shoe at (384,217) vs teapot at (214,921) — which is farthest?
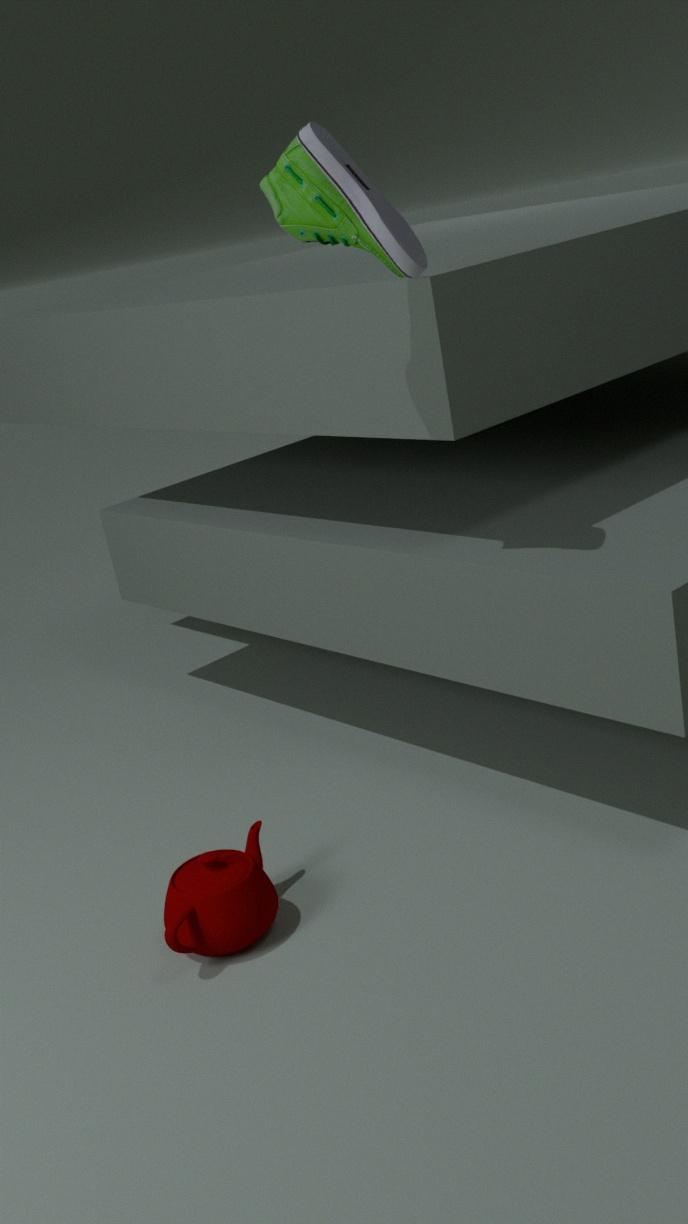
teapot at (214,921)
